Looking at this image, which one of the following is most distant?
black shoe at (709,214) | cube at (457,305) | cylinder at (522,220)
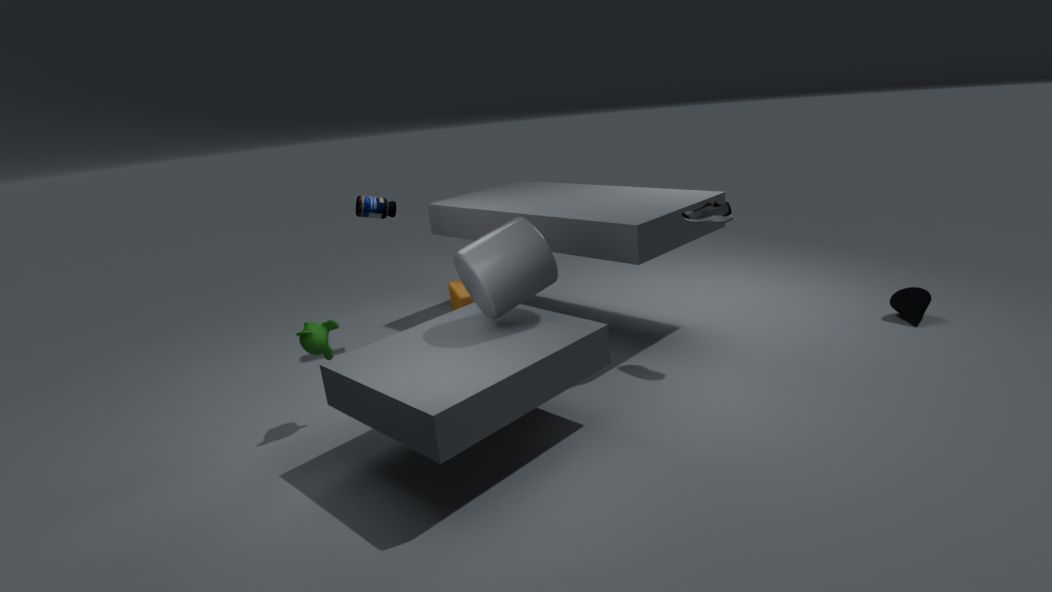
cube at (457,305)
